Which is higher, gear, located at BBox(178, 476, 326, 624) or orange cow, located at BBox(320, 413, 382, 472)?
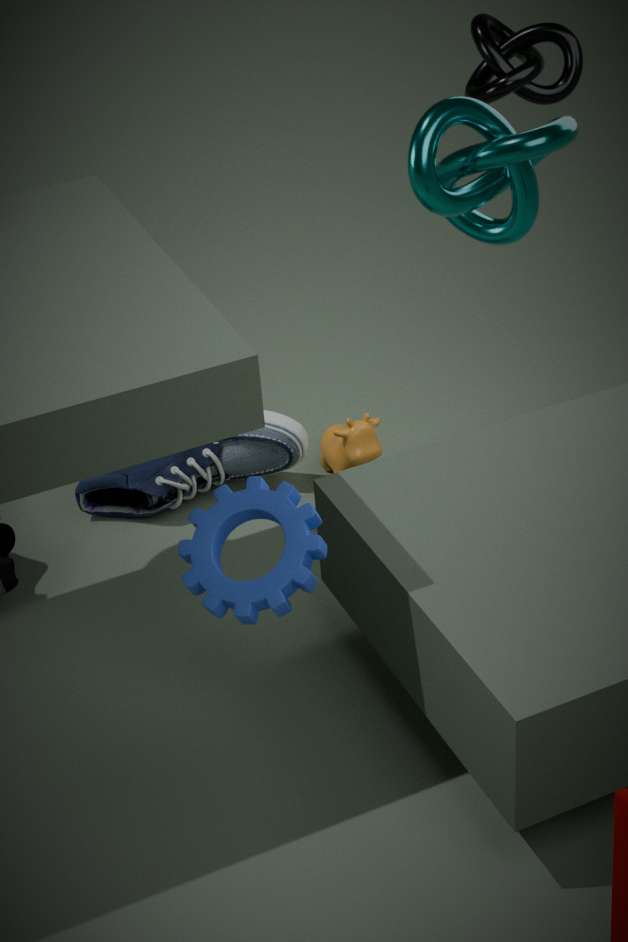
gear, located at BBox(178, 476, 326, 624)
